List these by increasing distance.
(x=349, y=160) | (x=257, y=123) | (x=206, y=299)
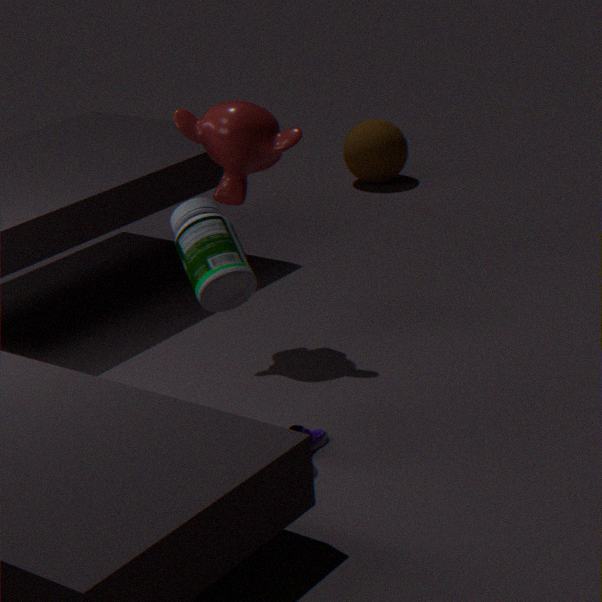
(x=206, y=299)
(x=257, y=123)
(x=349, y=160)
